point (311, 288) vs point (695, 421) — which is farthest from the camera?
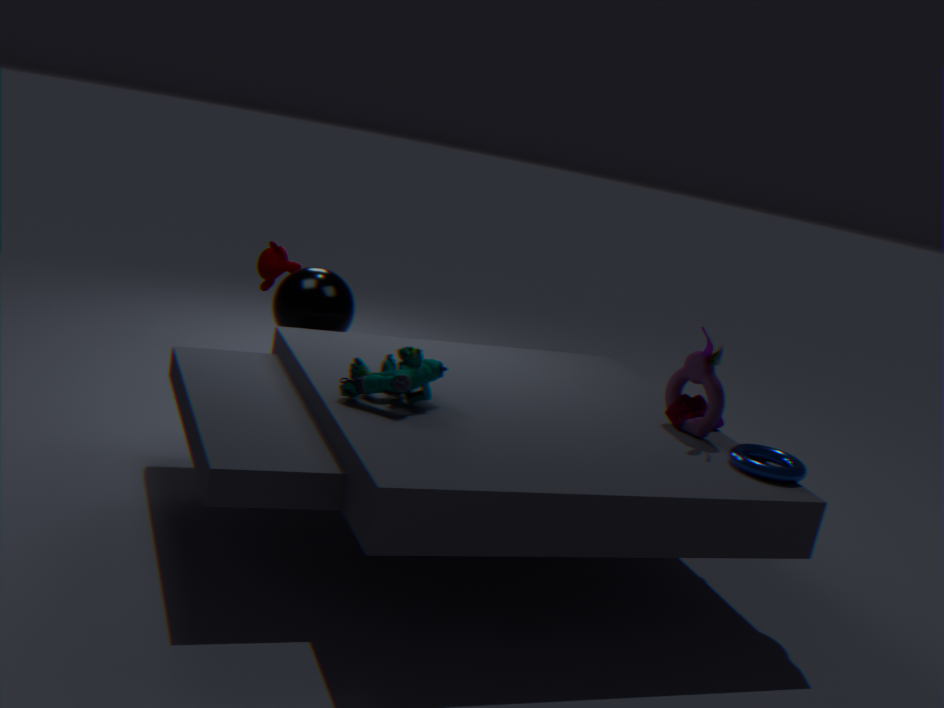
point (311, 288)
